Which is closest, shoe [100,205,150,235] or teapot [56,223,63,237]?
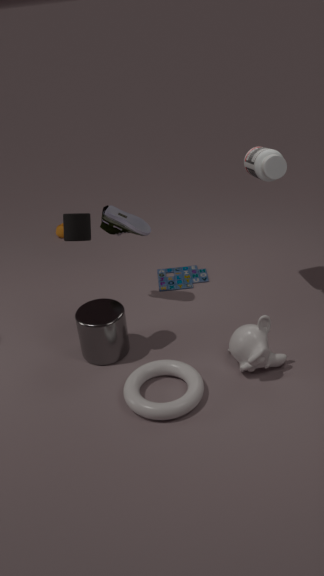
shoe [100,205,150,235]
